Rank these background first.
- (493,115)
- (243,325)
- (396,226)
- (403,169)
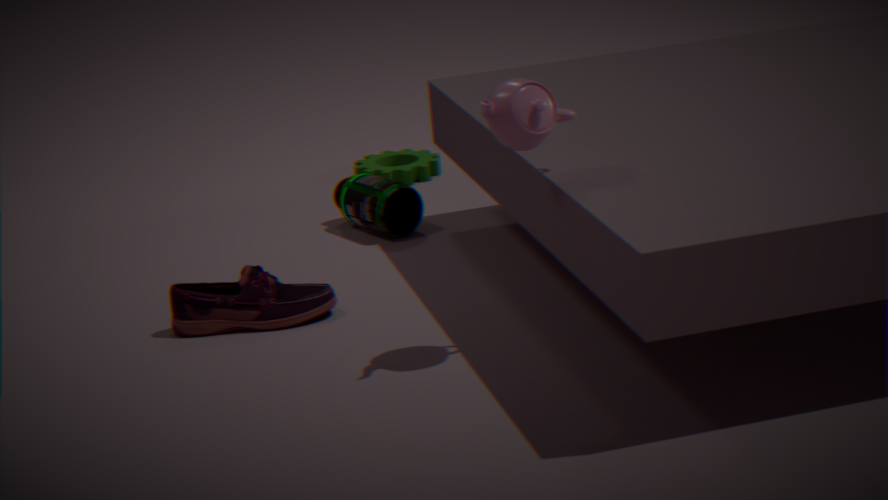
(403,169) → (396,226) → (243,325) → (493,115)
